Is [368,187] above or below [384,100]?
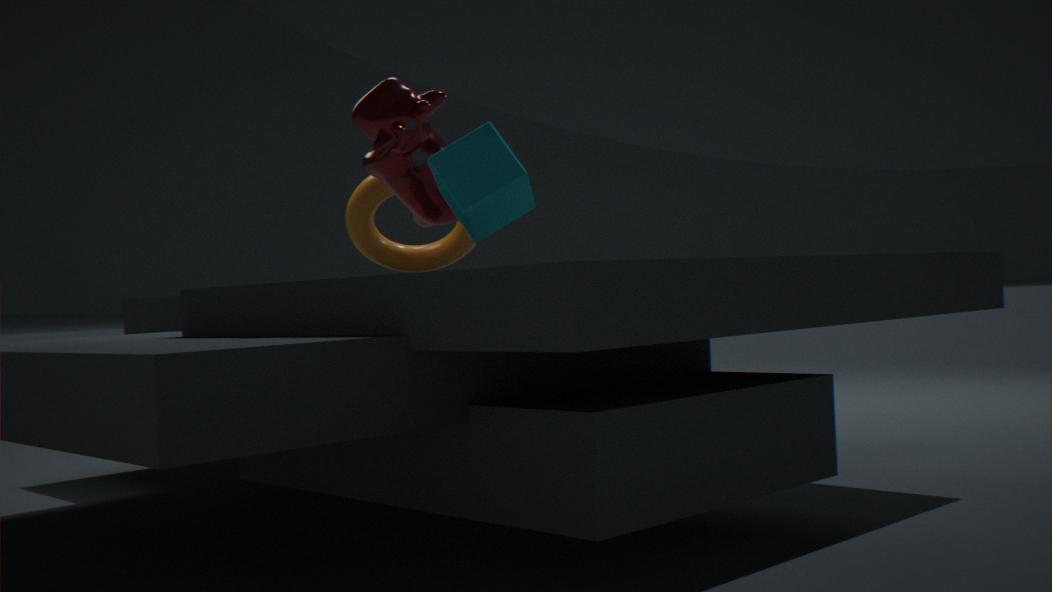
below
